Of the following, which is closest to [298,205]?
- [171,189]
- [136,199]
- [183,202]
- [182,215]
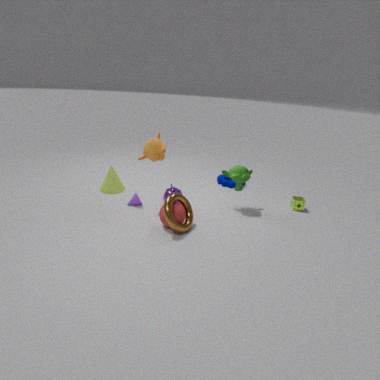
[171,189]
